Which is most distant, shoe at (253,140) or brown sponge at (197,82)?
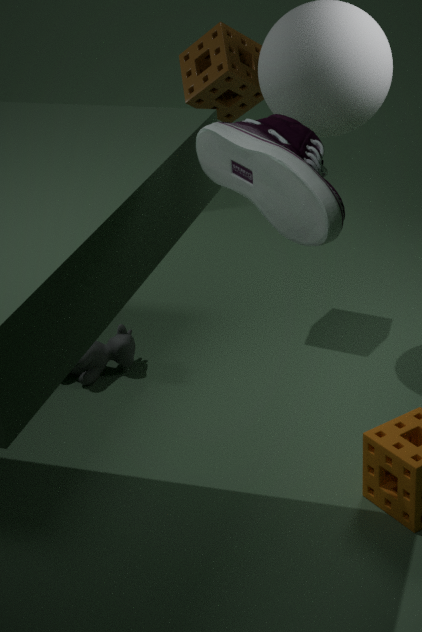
brown sponge at (197,82)
